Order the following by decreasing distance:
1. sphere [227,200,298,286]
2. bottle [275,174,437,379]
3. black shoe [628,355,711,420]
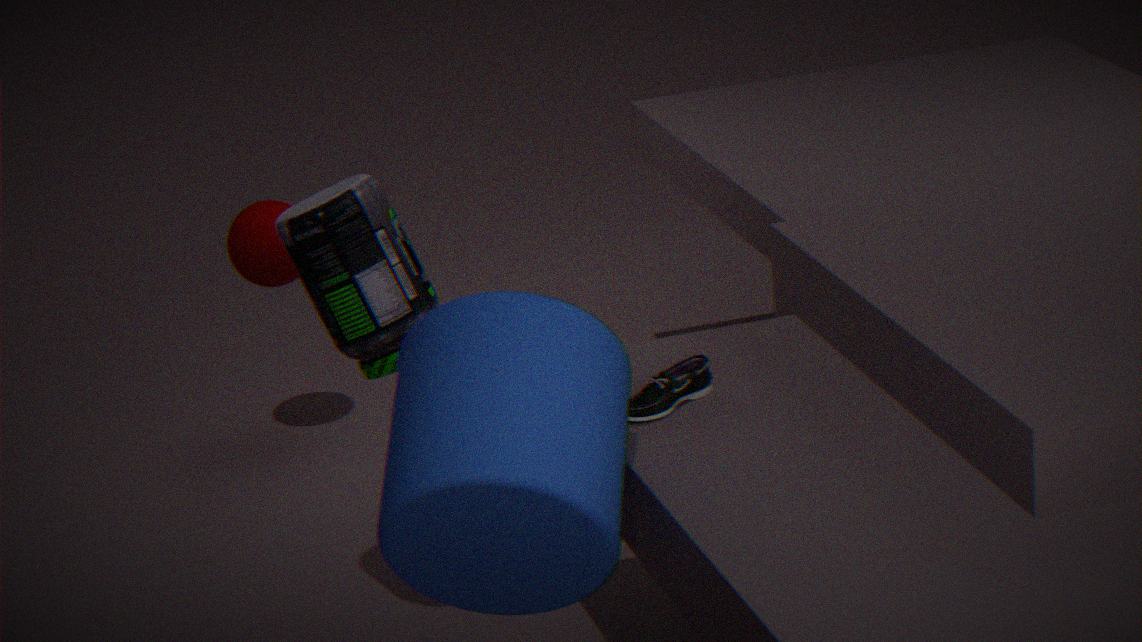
sphere [227,200,298,286]
bottle [275,174,437,379]
black shoe [628,355,711,420]
